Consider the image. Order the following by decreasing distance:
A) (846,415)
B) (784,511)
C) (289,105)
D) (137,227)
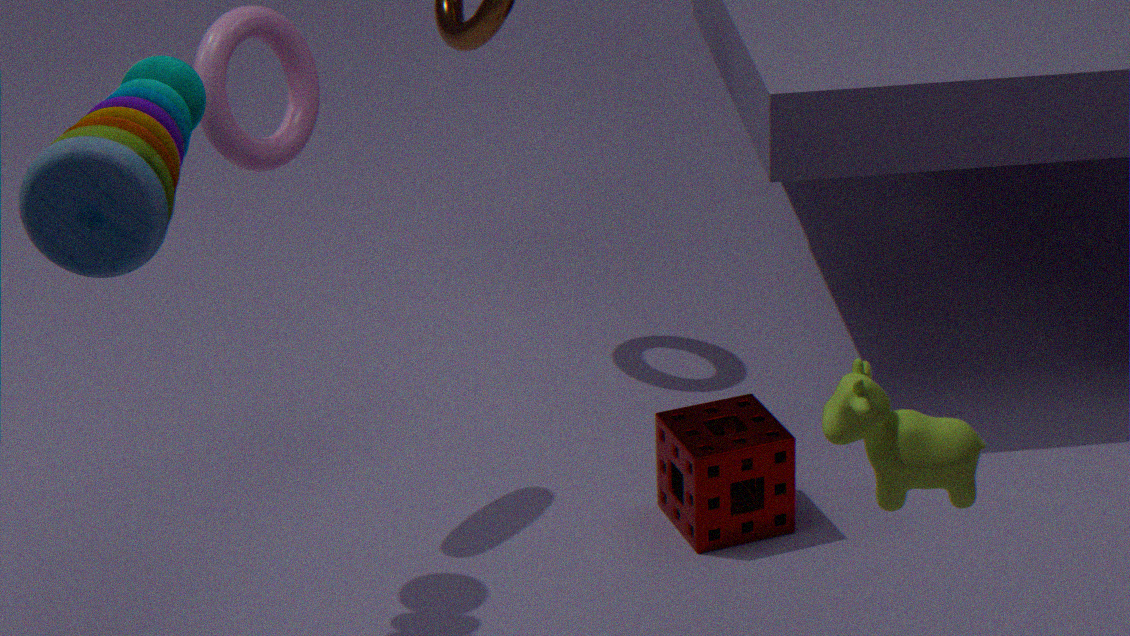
1. (784,511)
2. (289,105)
3. (846,415)
4. (137,227)
